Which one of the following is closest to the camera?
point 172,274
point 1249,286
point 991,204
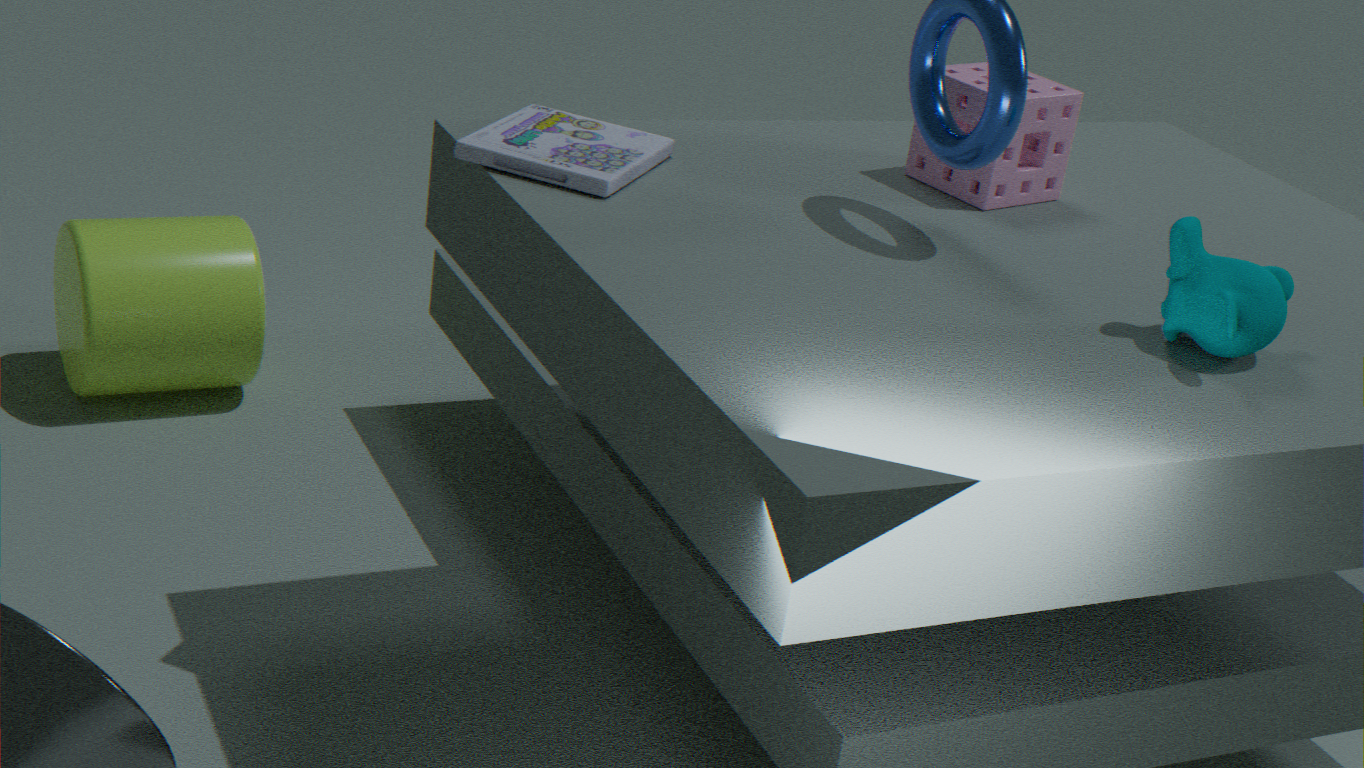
point 1249,286
